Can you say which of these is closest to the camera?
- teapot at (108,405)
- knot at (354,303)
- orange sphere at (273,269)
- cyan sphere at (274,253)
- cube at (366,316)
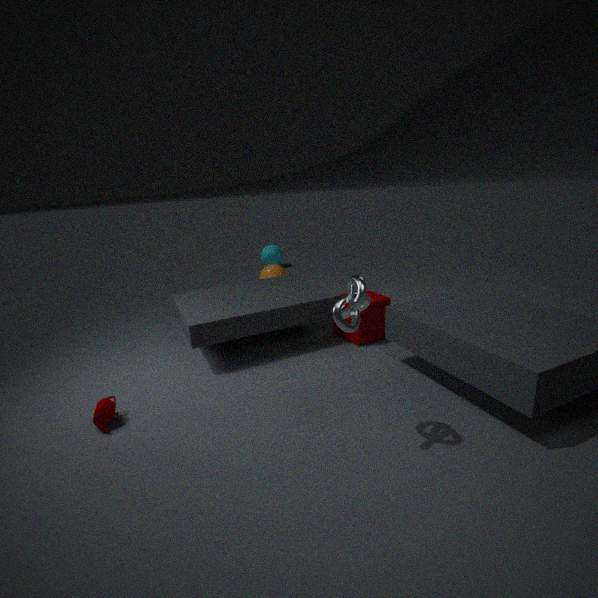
knot at (354,303)
